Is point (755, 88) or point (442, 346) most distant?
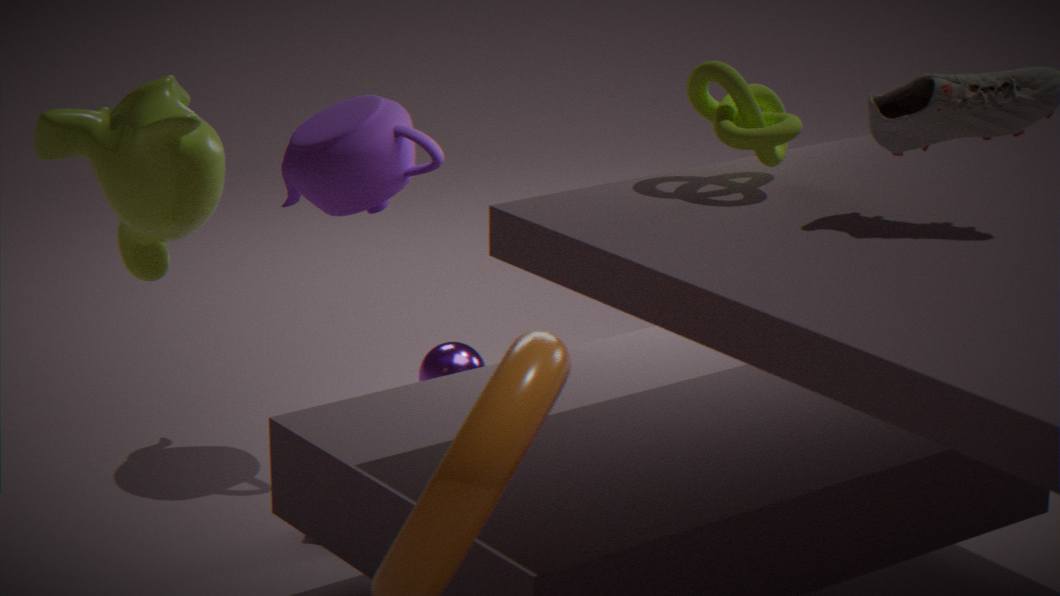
point (442, 346)
